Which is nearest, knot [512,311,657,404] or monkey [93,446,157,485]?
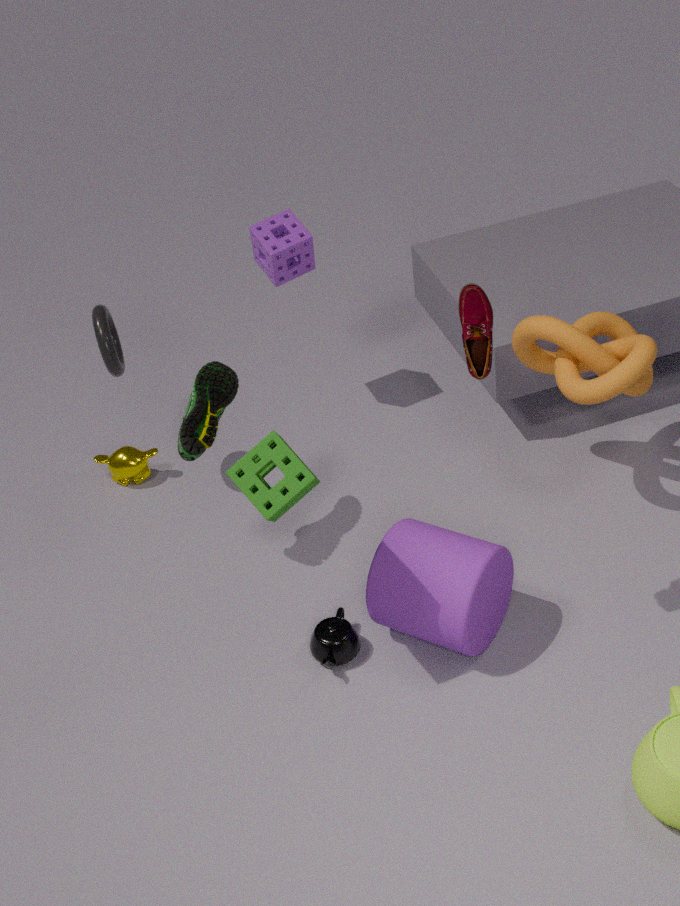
knot [512,311,657,404]
